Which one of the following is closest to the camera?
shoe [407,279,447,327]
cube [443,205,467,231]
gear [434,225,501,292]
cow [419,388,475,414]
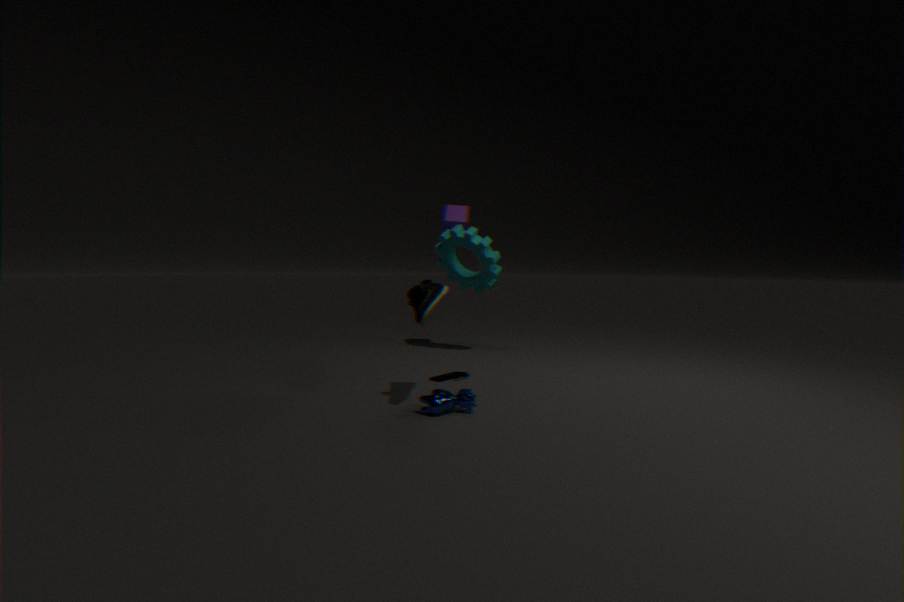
shoe [407,279,447,327]
